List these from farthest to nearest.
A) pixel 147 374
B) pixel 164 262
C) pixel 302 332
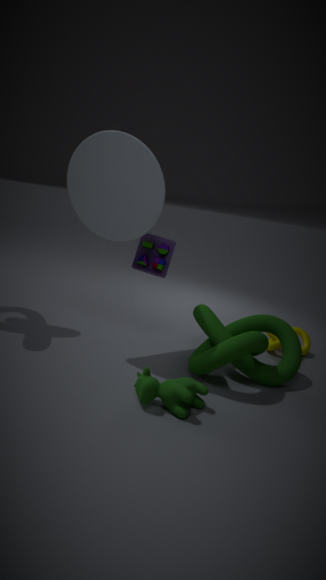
pixel 302 332 → pixel 164 262 → pixel 147 374
